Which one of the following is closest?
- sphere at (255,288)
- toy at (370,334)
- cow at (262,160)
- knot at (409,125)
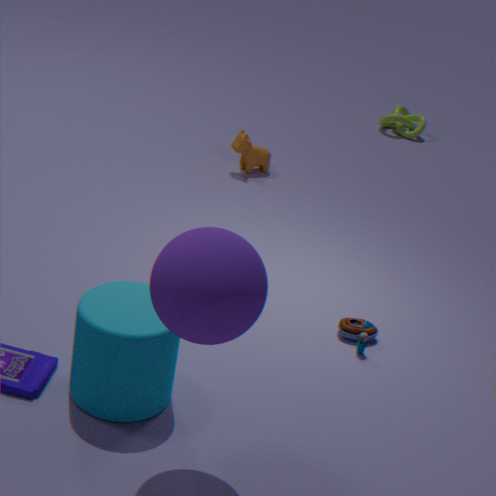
sphere at (255,288)
